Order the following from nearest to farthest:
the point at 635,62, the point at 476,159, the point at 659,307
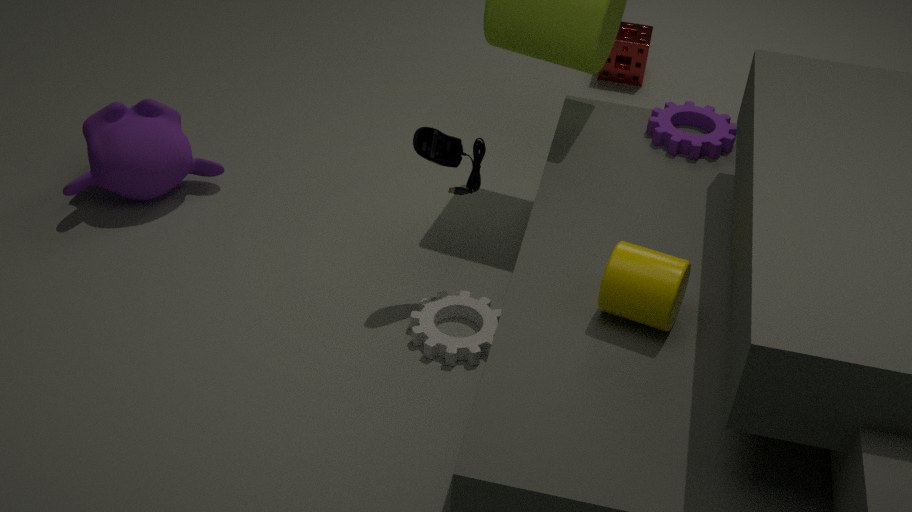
the point at 659,307, the point at 476,159, the point at 635,62
